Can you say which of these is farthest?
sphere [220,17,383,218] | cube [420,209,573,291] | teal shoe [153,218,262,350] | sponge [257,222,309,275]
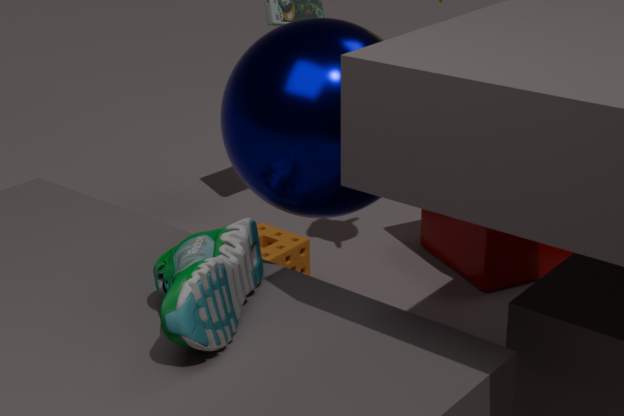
cube [420,209,573,291]
